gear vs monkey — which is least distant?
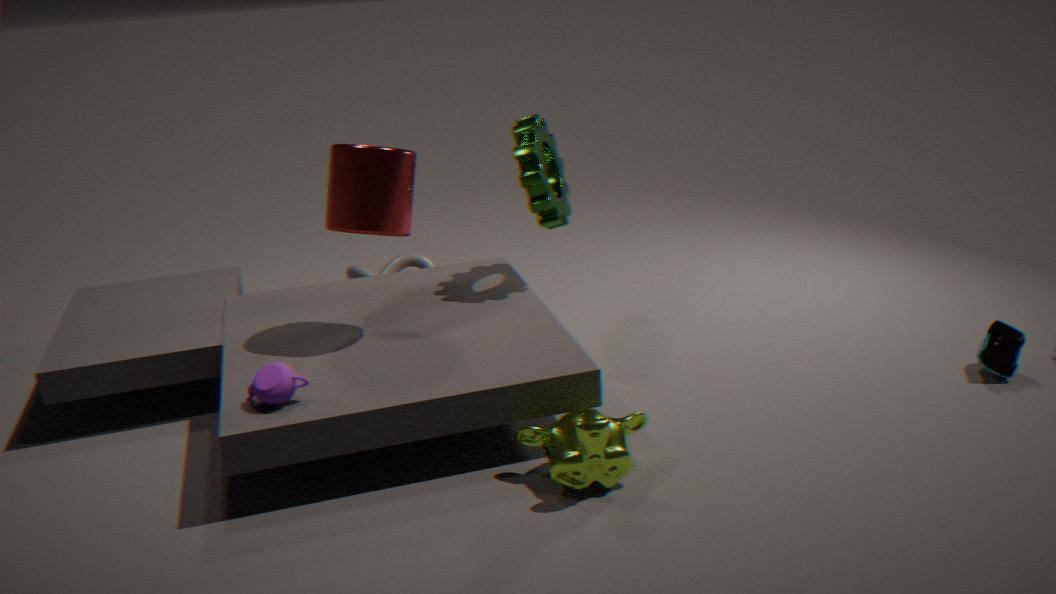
monkey
